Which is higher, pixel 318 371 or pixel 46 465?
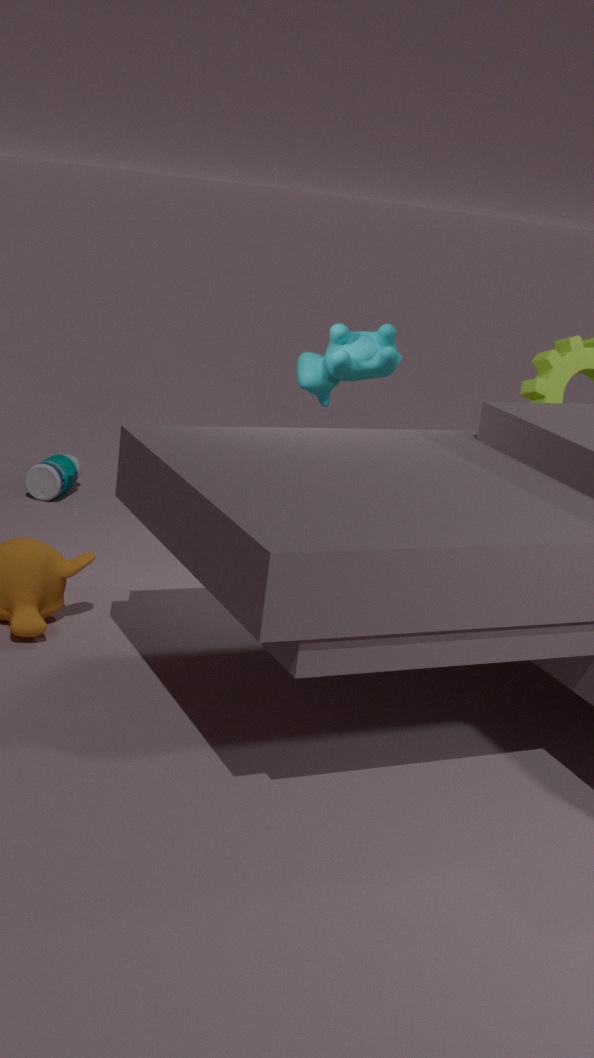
pixel 318 371
